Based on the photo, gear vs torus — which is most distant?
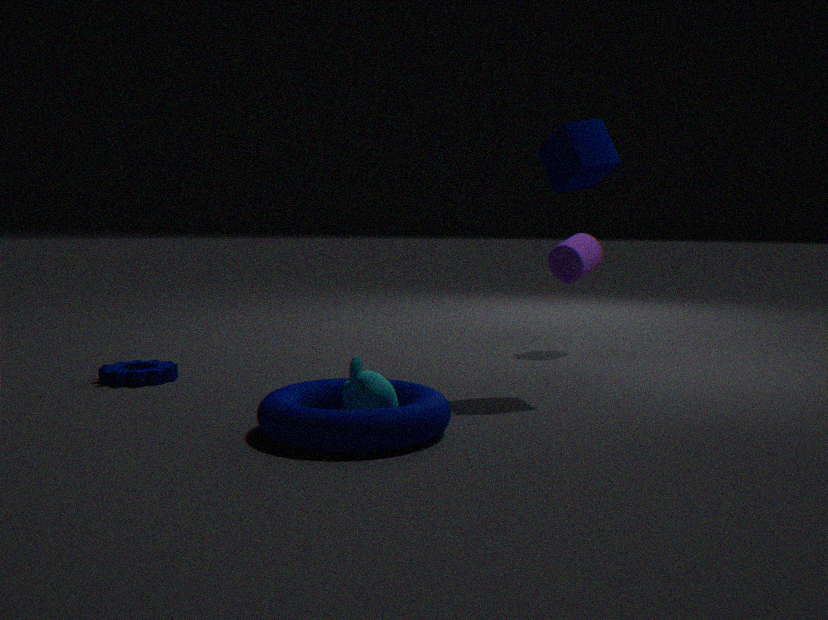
gear
